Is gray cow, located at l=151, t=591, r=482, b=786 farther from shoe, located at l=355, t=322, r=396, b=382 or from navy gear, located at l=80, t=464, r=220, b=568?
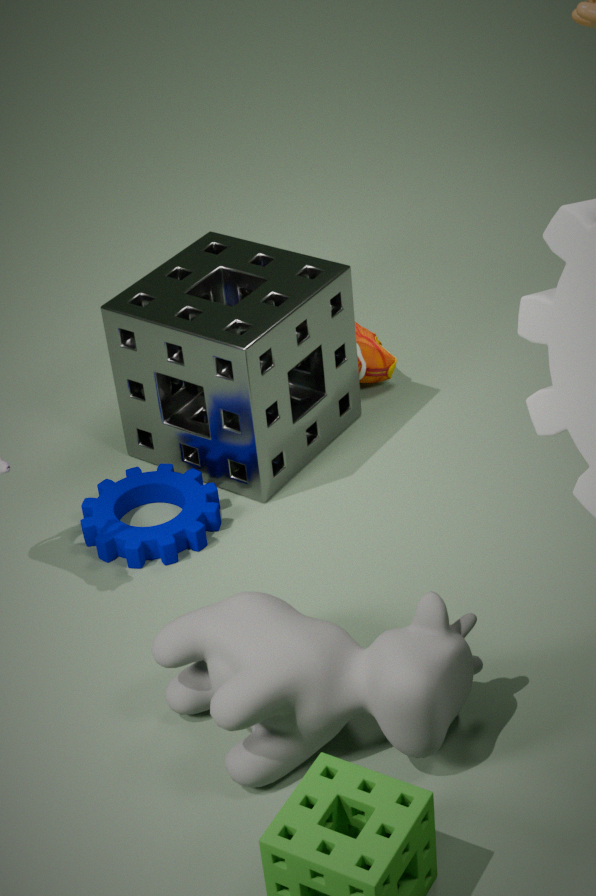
shoe, located at l=355, t=322, r=396, b=382
